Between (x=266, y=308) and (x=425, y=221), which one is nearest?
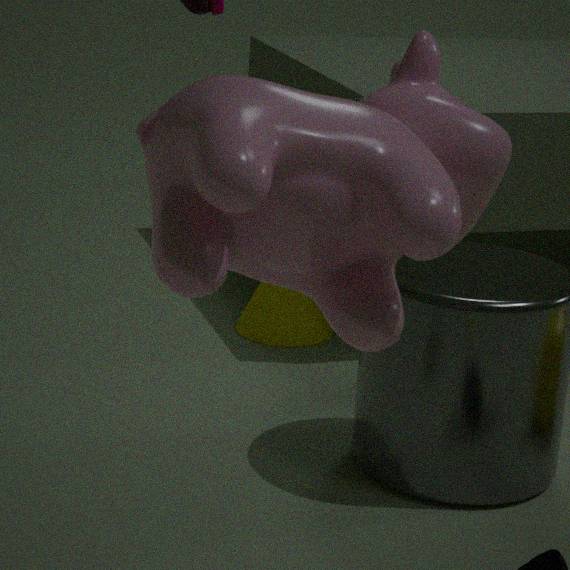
(x=425, y=221)
